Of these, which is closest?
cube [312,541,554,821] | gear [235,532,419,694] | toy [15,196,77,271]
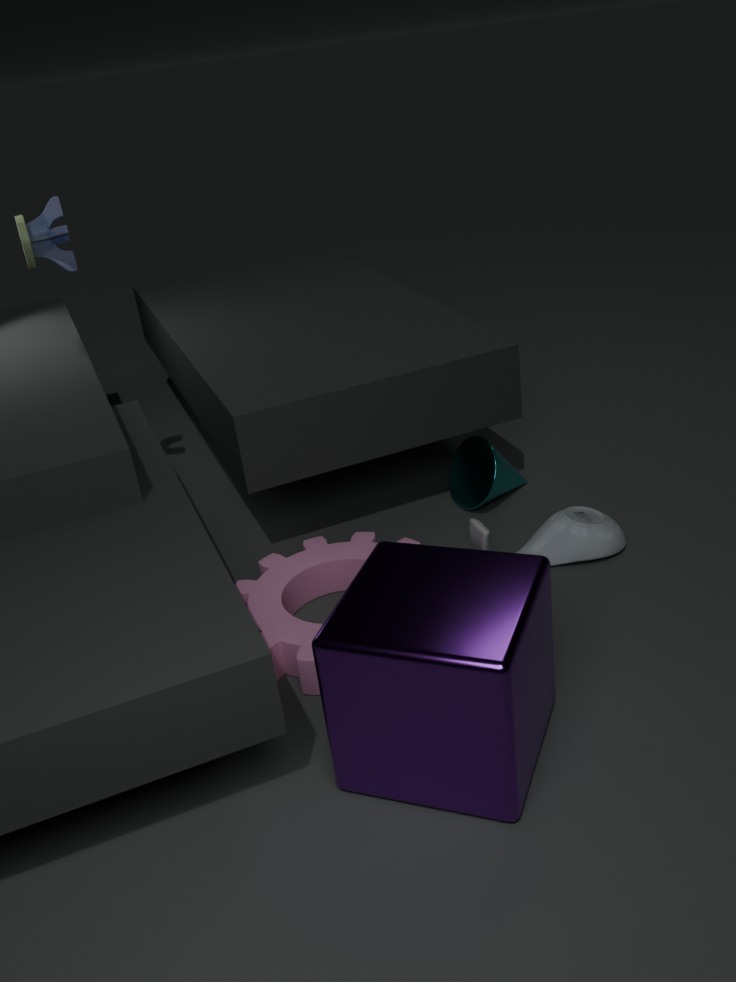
cube [312,541,554,821]
